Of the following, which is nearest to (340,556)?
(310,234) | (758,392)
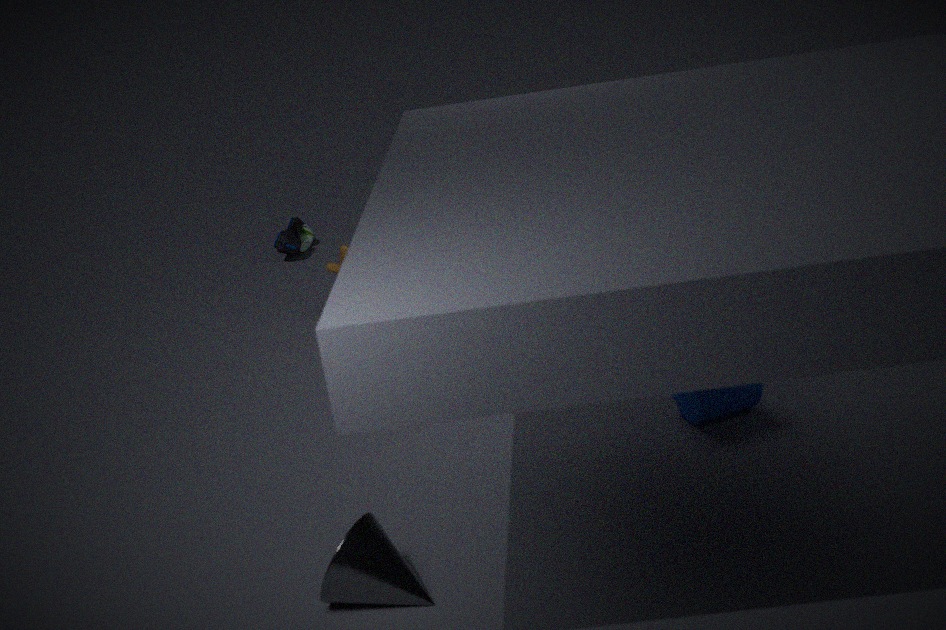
(758,392)
